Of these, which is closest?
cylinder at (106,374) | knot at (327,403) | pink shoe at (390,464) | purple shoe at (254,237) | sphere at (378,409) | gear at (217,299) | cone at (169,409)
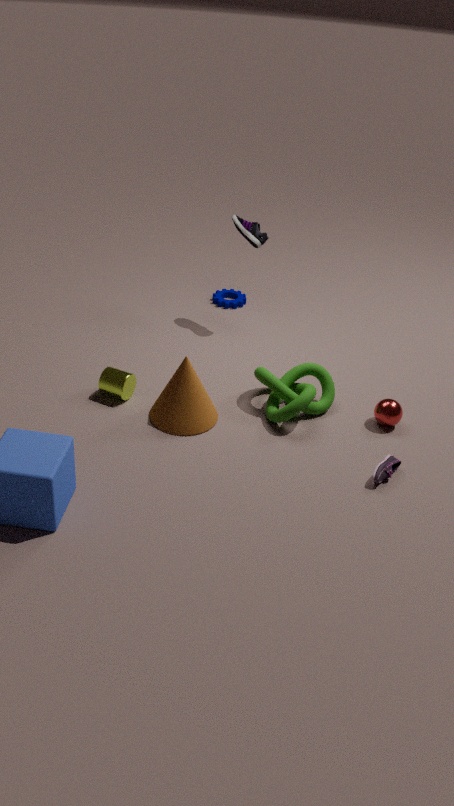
pink shoe at (390,464)
